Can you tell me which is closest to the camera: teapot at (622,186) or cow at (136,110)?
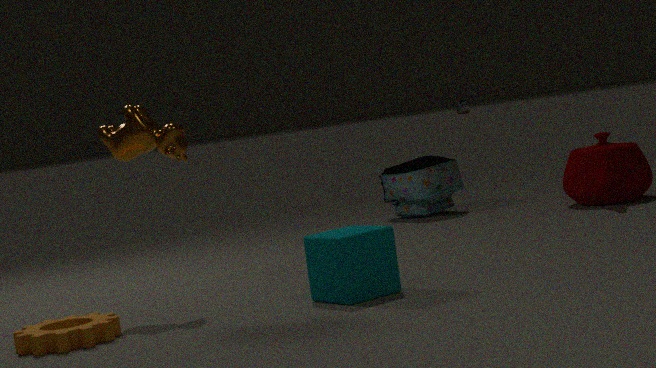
cow at (136,110)
